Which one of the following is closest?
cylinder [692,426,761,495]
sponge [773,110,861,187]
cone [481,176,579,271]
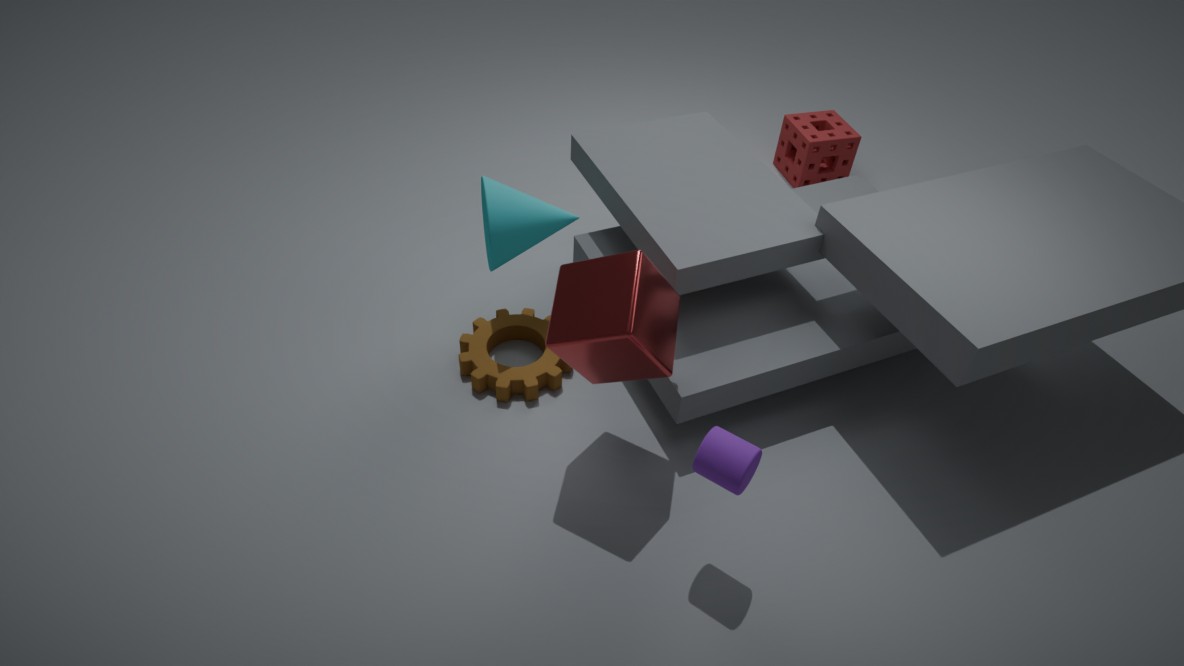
cylinder [692,426,761,495]
